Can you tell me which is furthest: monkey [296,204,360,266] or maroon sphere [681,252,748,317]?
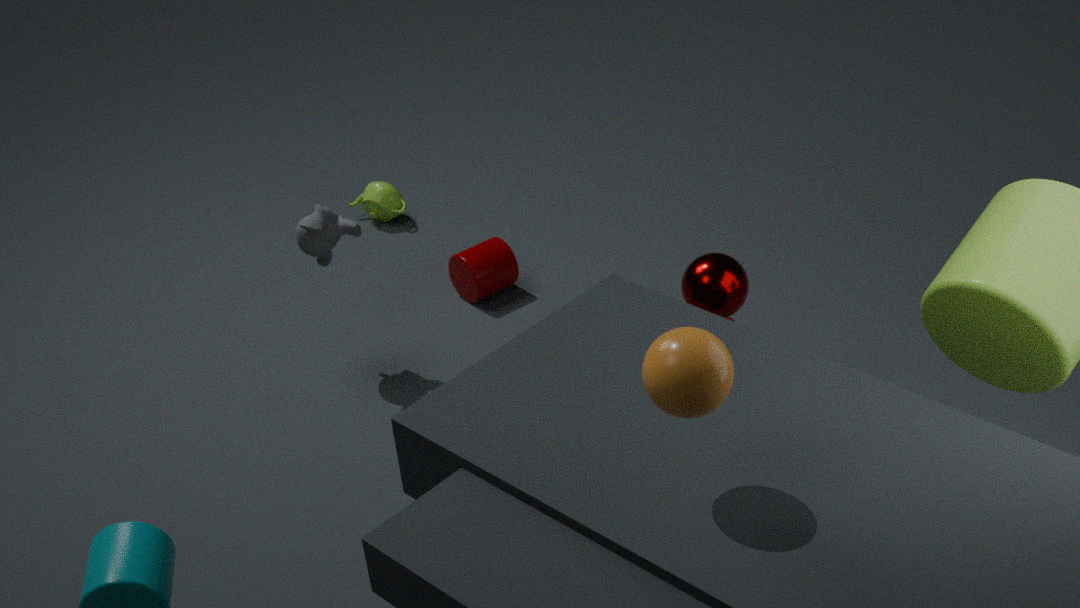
monkey [296,204,360,266]
